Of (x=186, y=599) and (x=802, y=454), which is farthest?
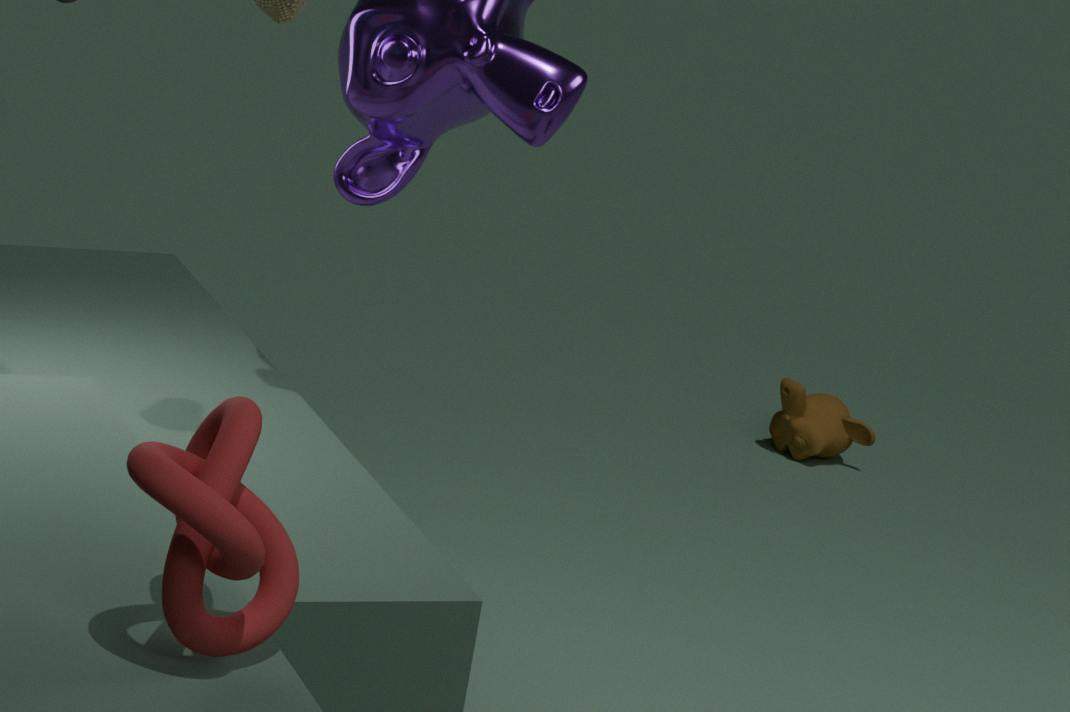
(x=802, y=454)
